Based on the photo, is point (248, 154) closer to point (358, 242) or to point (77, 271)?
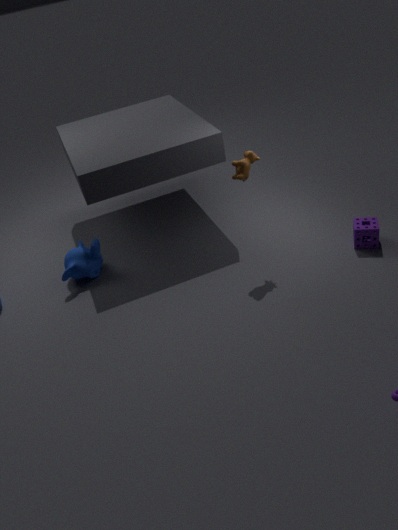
point (358, 242)
